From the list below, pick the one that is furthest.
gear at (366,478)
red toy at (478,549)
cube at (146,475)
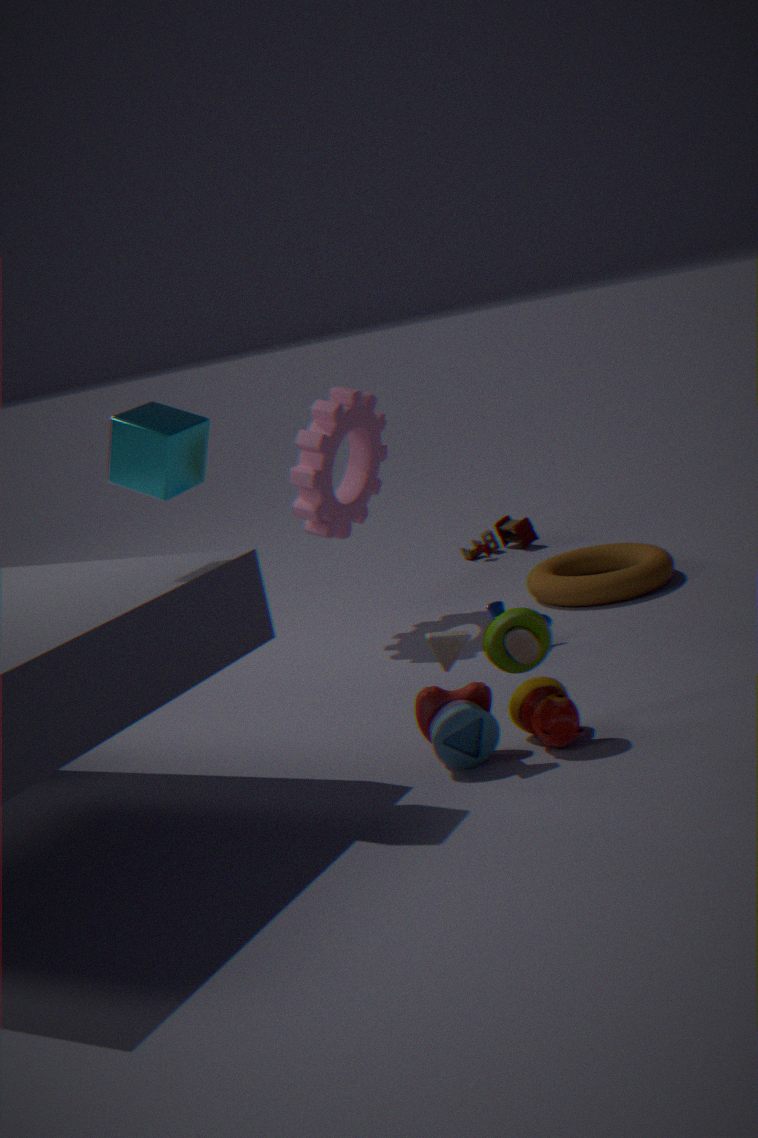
red toy at (478,549)
